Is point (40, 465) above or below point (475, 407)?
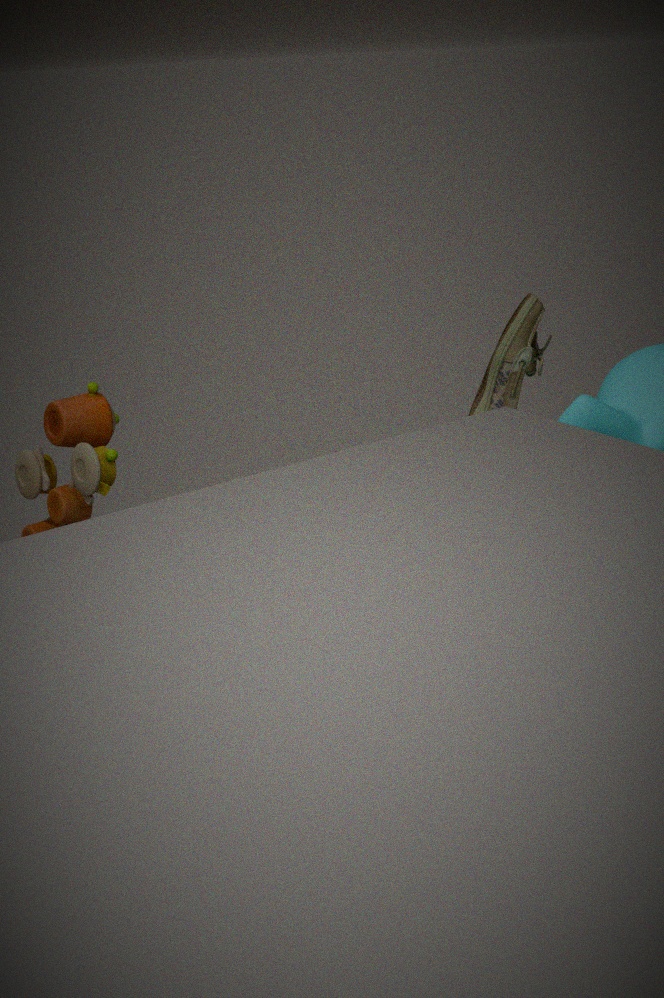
above
